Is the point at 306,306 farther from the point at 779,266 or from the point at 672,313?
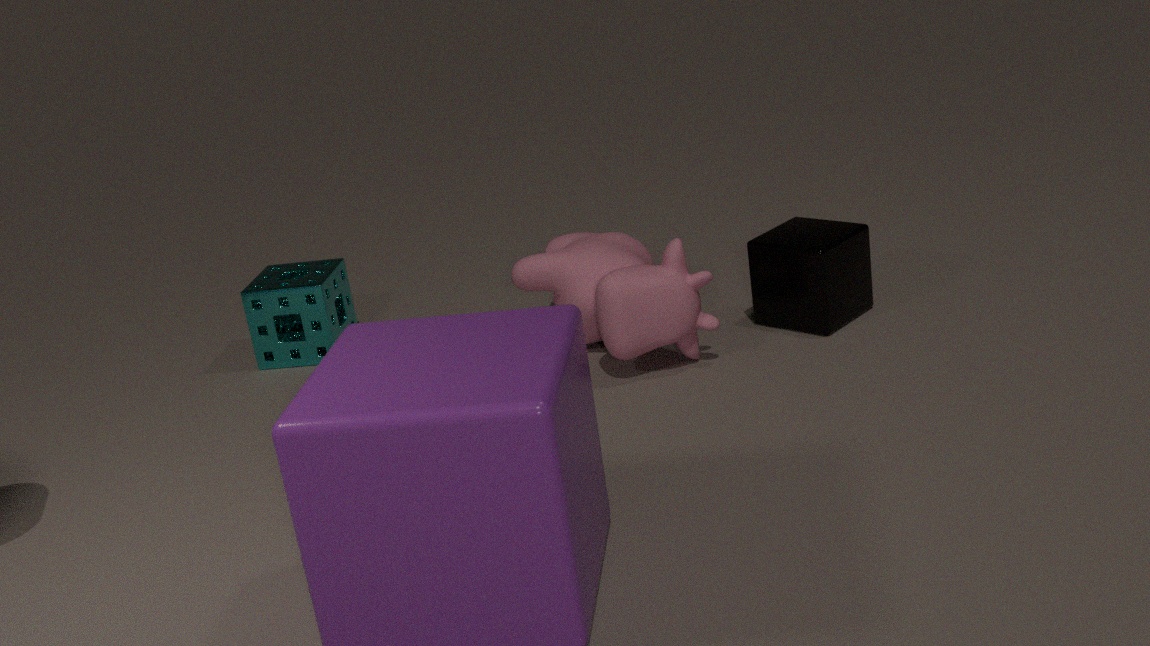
the point at 779,266
